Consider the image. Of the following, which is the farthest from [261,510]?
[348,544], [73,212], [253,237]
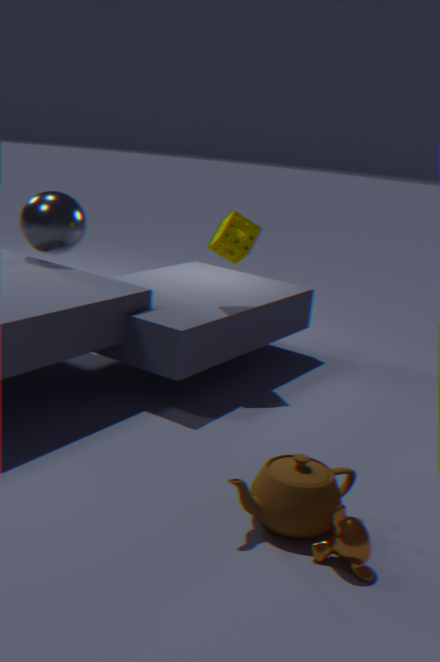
[73,212]
